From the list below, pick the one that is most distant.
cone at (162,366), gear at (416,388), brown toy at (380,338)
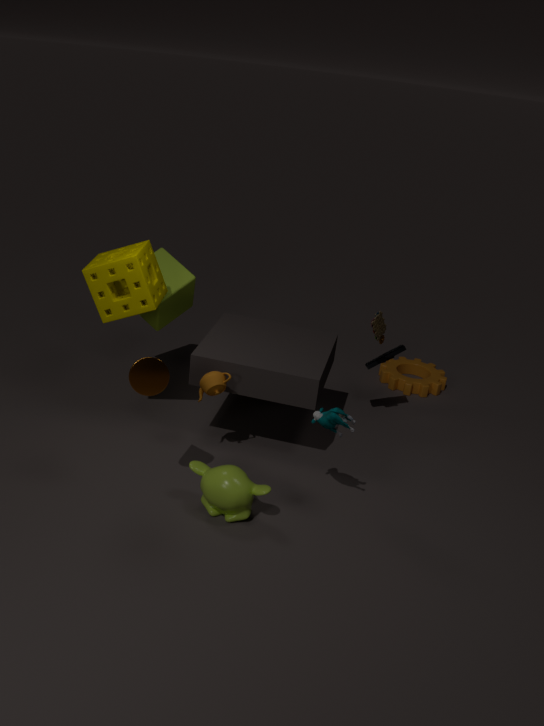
gear at (416,388)
